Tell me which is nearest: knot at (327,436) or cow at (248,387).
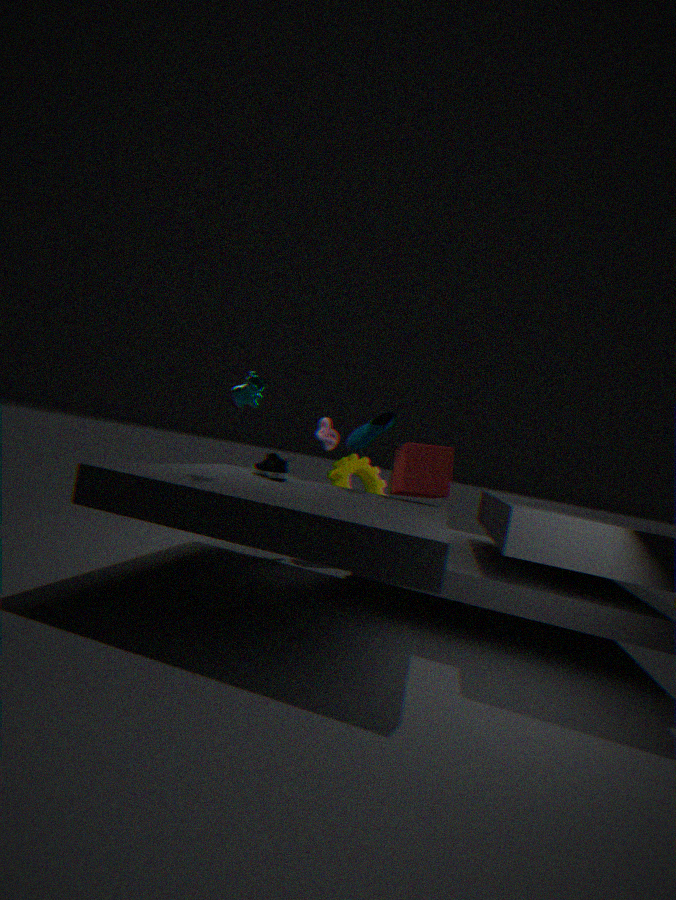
cow at (248,387)
